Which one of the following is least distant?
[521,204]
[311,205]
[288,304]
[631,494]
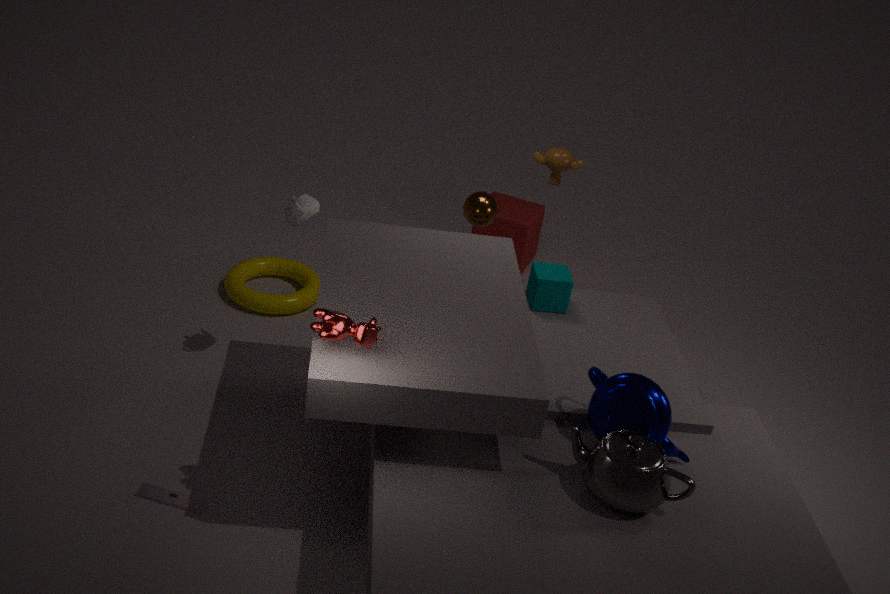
[631,494]
